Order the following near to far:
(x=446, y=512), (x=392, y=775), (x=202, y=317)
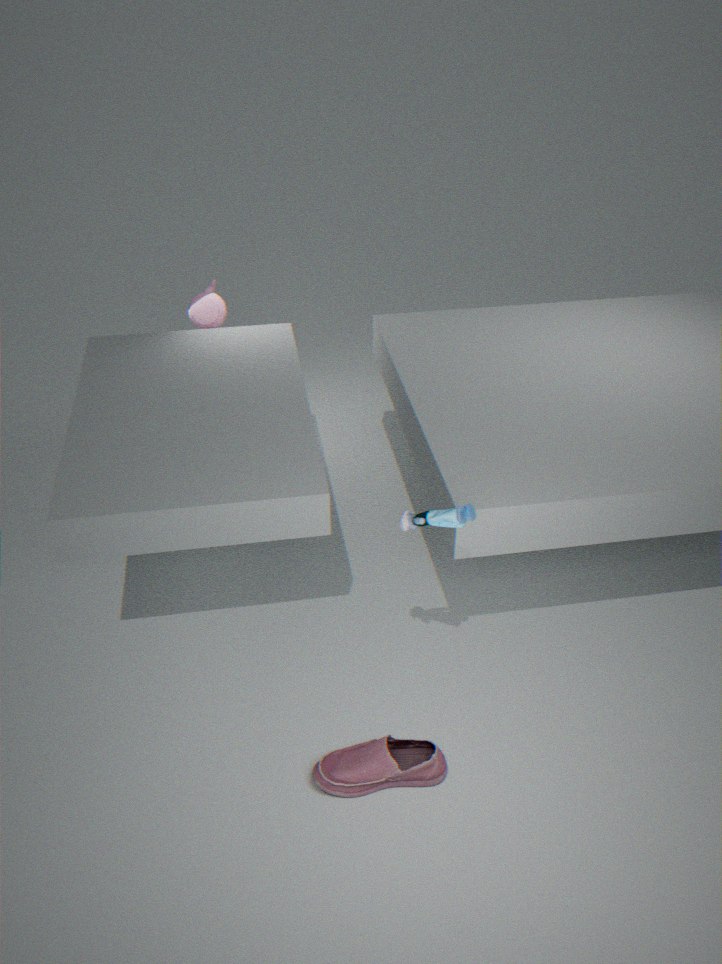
1. (x=446, y=512)
2. (x=392, y=775)
3. (x=202, y=317)
